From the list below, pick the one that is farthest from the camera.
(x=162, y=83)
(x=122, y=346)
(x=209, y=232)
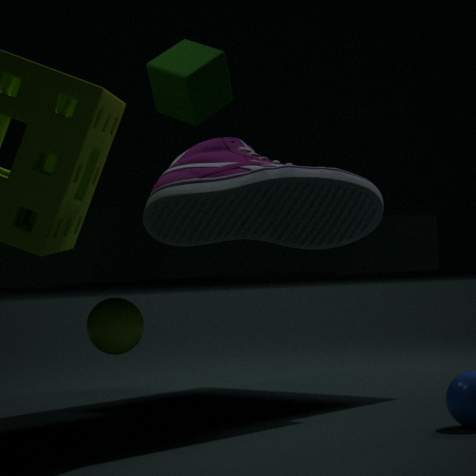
(x=122, y=346)
